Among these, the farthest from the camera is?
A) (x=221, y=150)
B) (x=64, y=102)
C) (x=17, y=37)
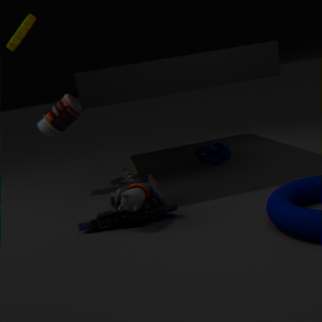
(x=221, y=150)
